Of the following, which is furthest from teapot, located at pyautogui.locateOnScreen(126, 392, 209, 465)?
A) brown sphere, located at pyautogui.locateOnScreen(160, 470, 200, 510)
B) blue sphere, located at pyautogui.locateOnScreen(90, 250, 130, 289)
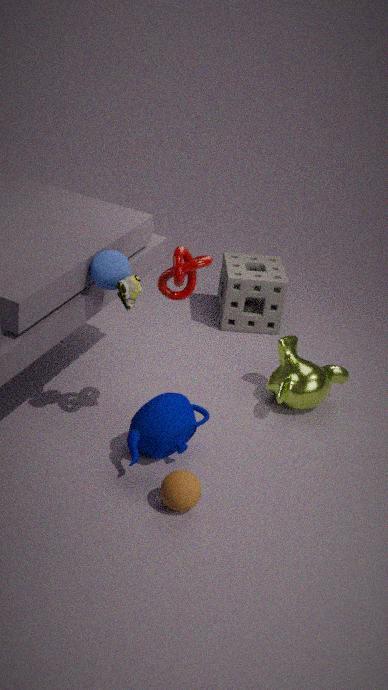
blue sphere, located at pyautogui.locateOnScreen(90, 250, 130, 289)
